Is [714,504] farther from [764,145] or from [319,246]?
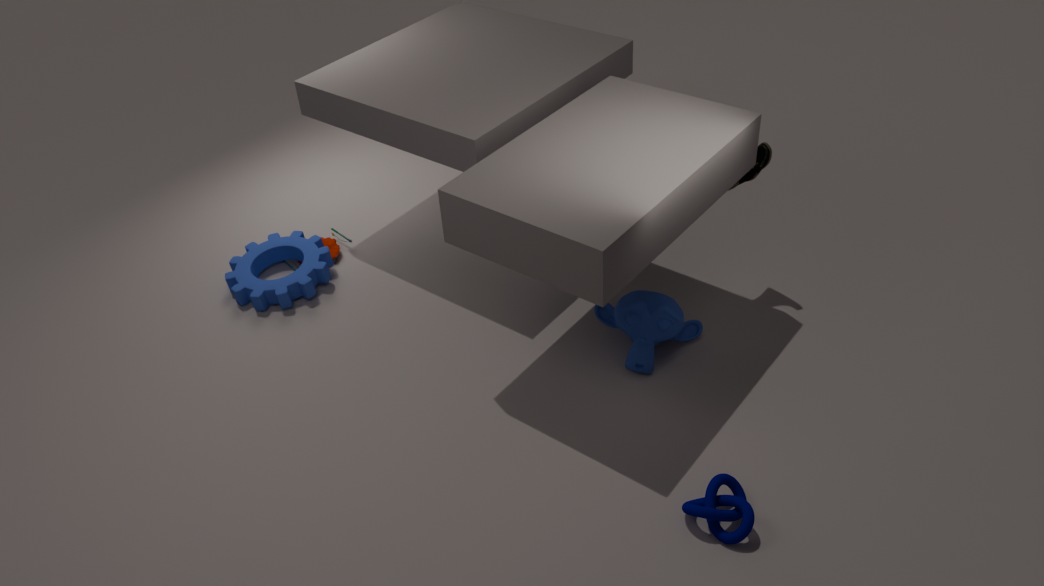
[319,246]
